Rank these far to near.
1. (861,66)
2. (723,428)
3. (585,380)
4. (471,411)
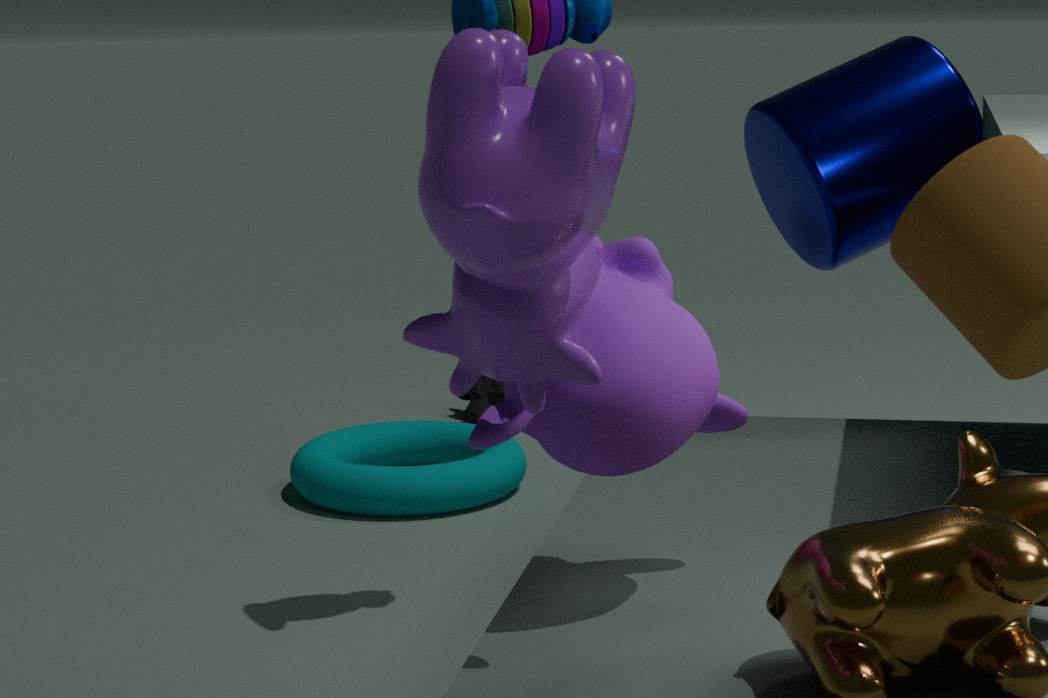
(471,411) < (861,66) < (723,428) < (585,380)
